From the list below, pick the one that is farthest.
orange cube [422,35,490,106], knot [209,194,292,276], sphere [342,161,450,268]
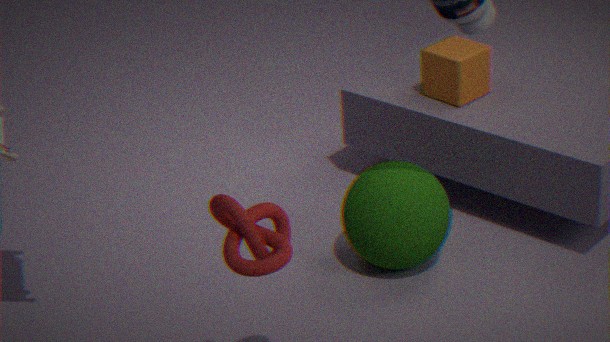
orange cube [422,35,490,106]
